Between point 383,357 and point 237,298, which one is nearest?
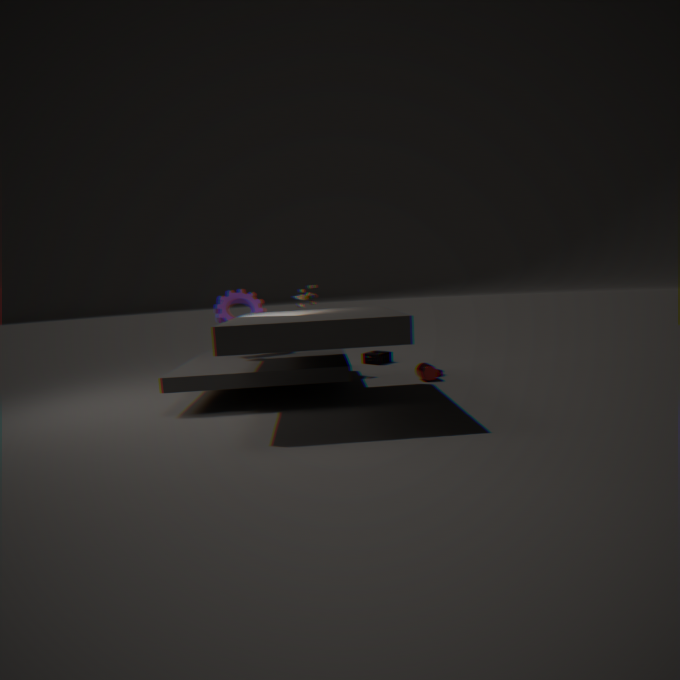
point 237,298
